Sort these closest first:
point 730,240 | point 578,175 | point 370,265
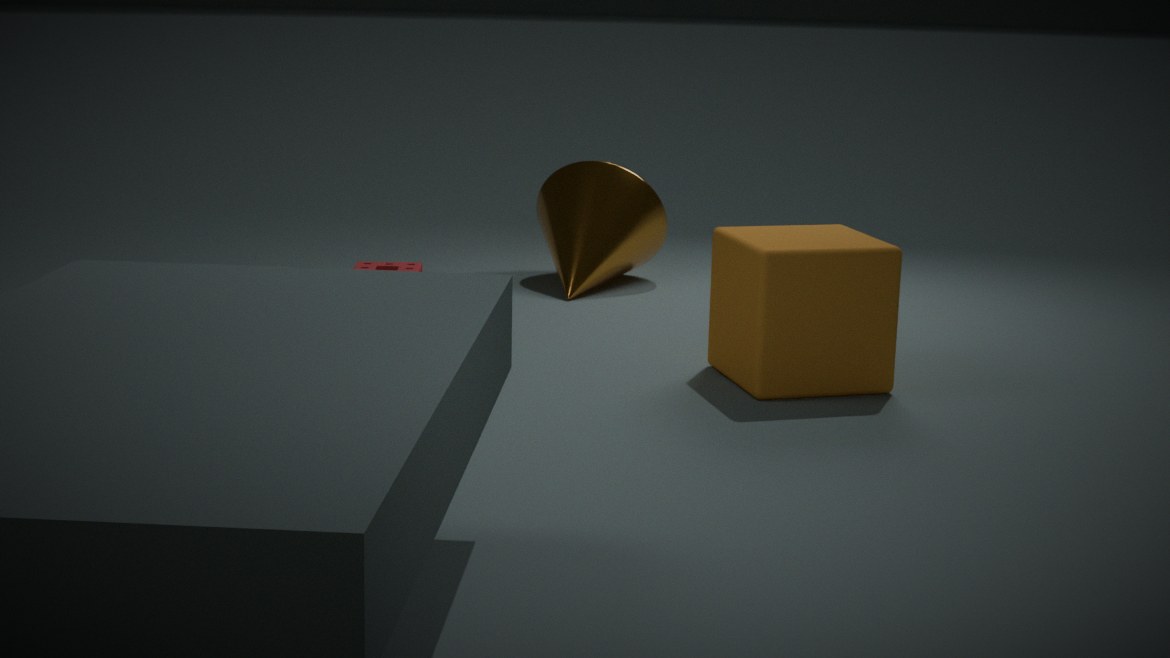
point 730,240 → point 370,265 → point 578,175
